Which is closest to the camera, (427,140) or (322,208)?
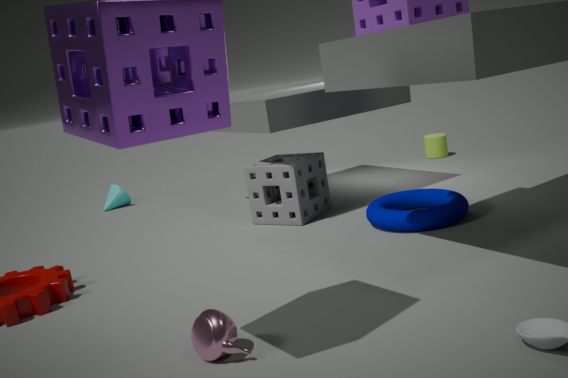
(322,208)
